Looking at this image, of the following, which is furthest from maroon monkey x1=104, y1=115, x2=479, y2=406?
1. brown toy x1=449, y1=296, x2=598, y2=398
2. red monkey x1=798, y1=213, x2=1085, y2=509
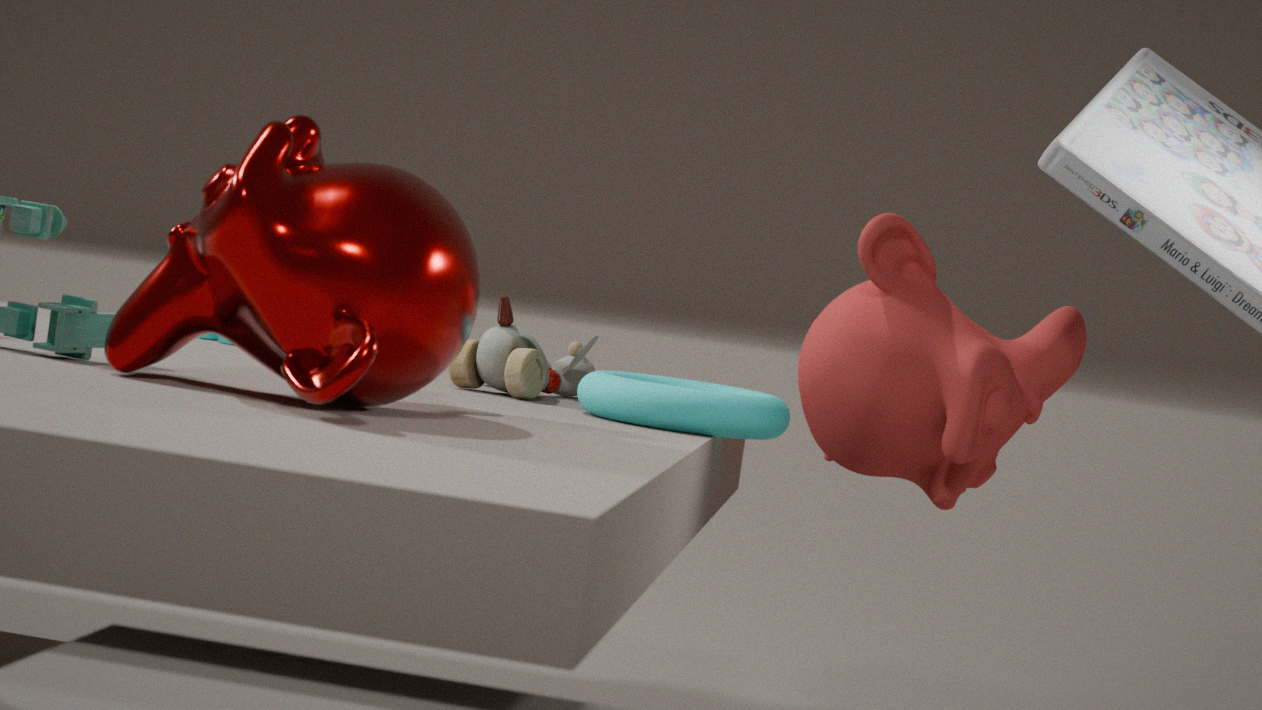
red monkey x1=798, y1=213, x2=1085, y2=509
